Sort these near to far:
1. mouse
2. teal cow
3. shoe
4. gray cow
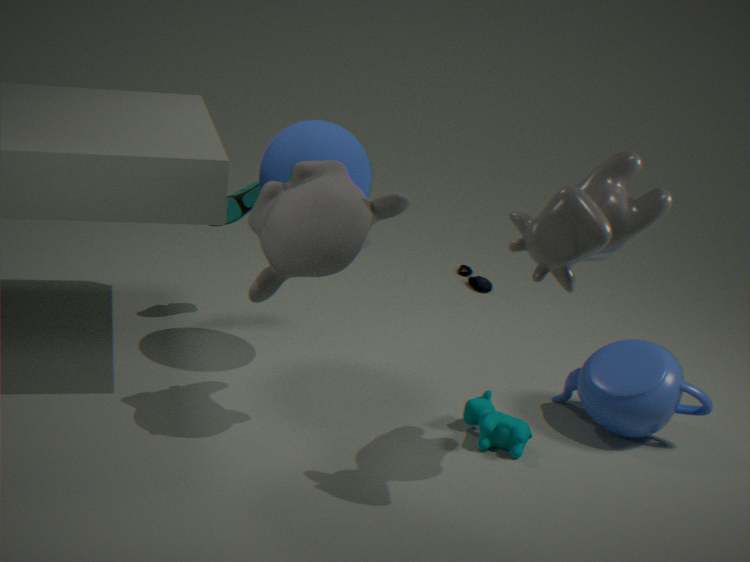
1. gray cow
2. teal cow
3. shoe
4. mouse
